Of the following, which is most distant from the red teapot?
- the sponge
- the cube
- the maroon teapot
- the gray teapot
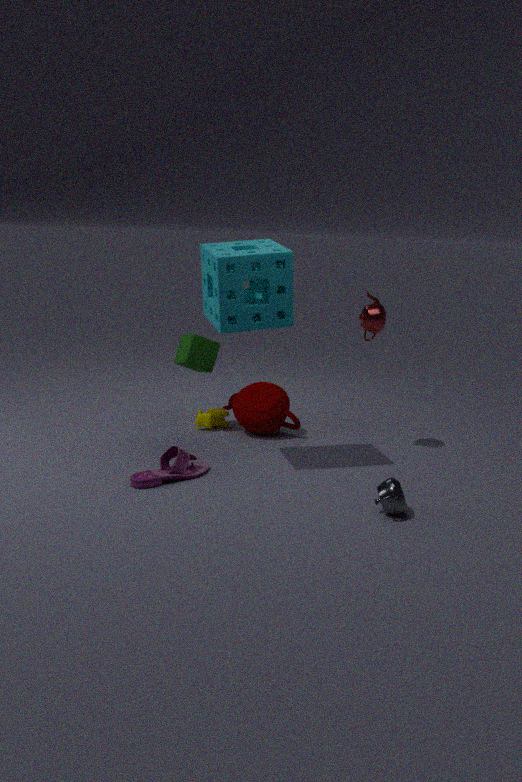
the gray teapot
